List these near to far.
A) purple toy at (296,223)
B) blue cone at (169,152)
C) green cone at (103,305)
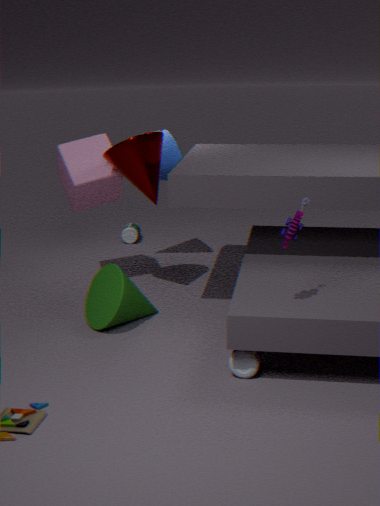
purple toy at (296,223) → green cone at (103,305) → blue cone at (169,152)
